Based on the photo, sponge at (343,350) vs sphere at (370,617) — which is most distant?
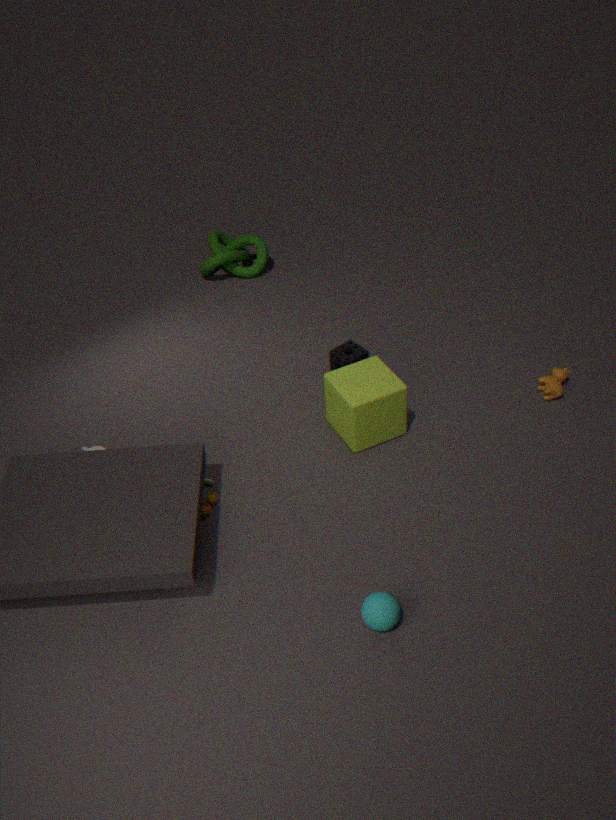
sponge at (343,350)
